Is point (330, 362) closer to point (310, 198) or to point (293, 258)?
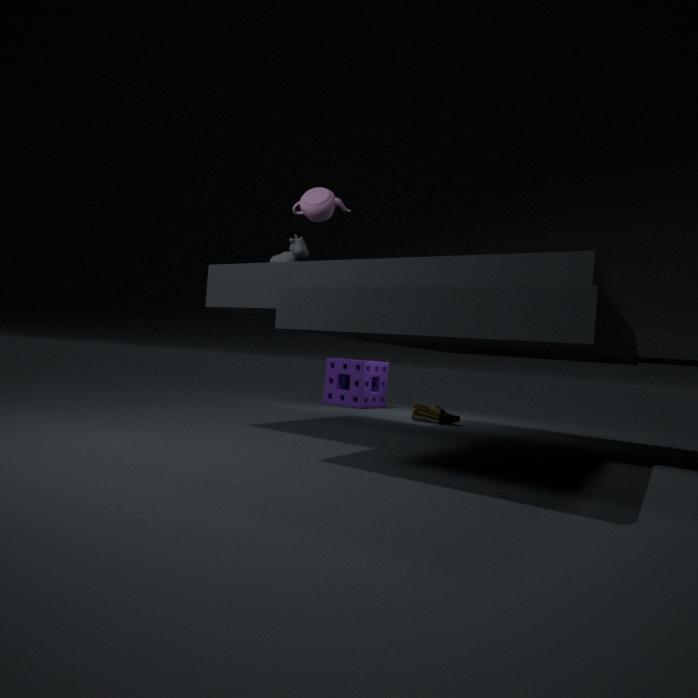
point (293, 258)
